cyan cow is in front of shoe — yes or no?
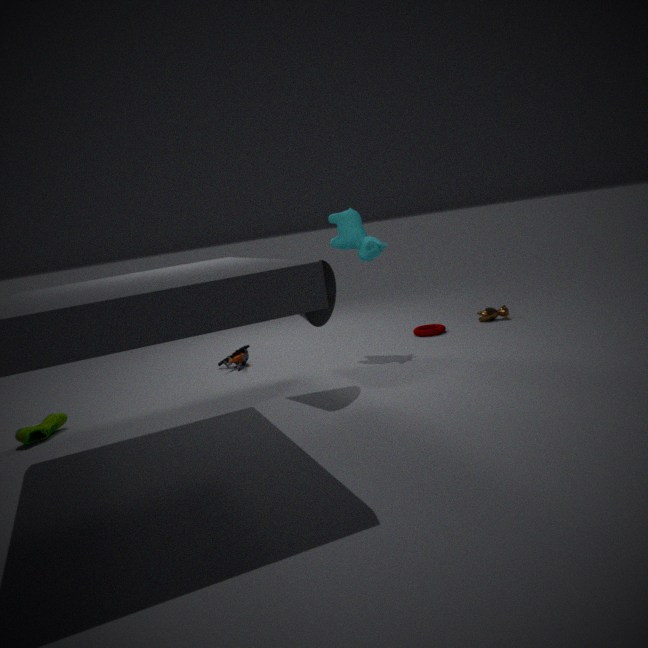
No
